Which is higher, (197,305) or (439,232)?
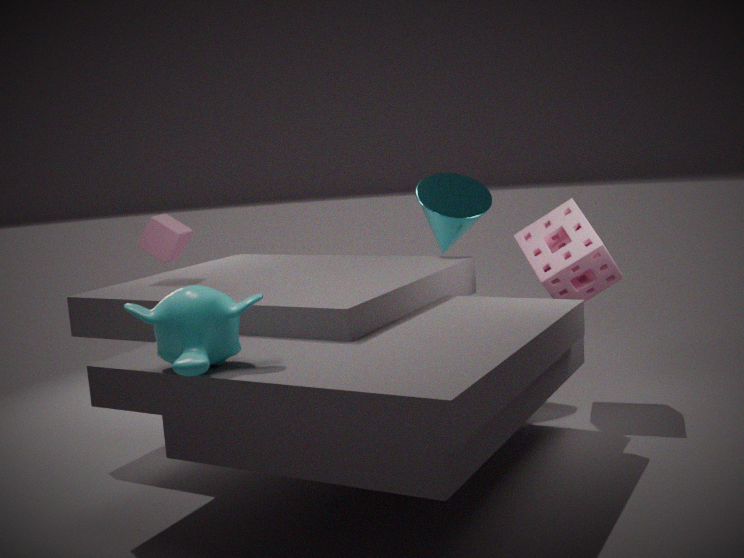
(439,232)
